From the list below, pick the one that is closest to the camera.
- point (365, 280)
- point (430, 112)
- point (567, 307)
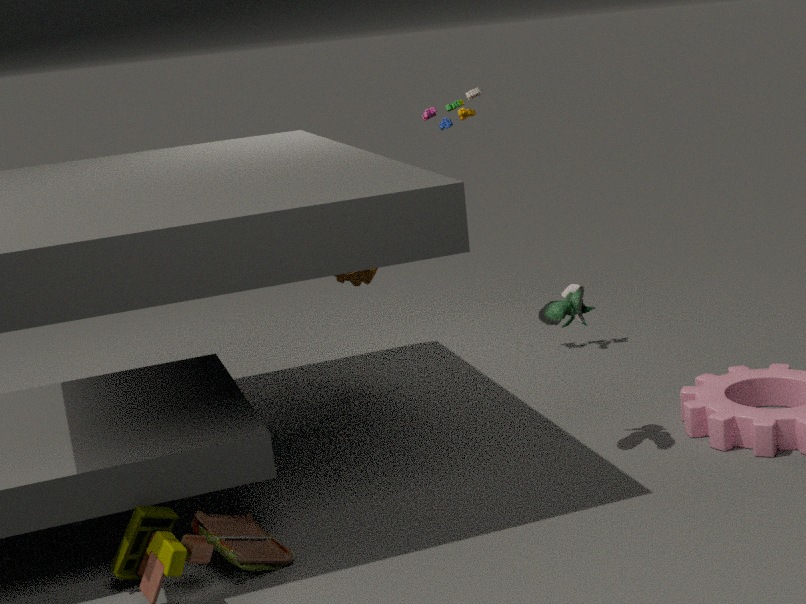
point (567, 307)
